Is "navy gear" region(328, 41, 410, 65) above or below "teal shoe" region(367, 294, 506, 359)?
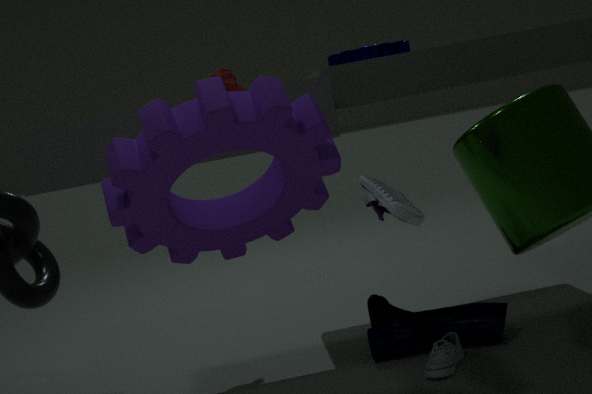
above
